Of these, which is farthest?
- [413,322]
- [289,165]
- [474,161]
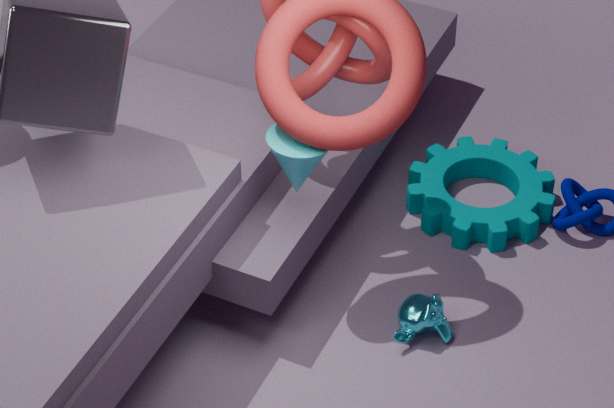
[474,161]
